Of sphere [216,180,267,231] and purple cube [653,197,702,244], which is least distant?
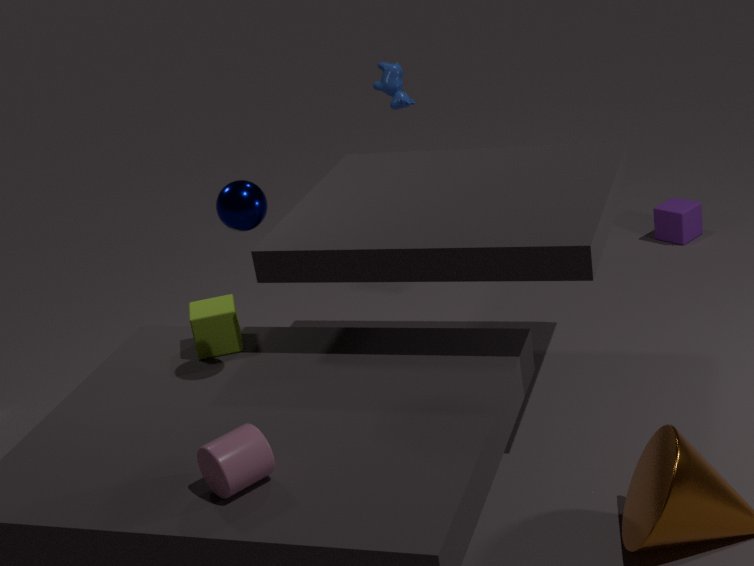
sphere [216,180,267,231]
